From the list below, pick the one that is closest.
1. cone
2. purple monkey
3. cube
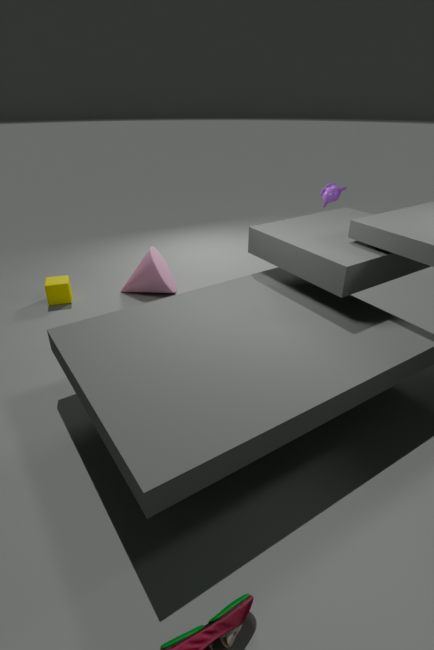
cube
